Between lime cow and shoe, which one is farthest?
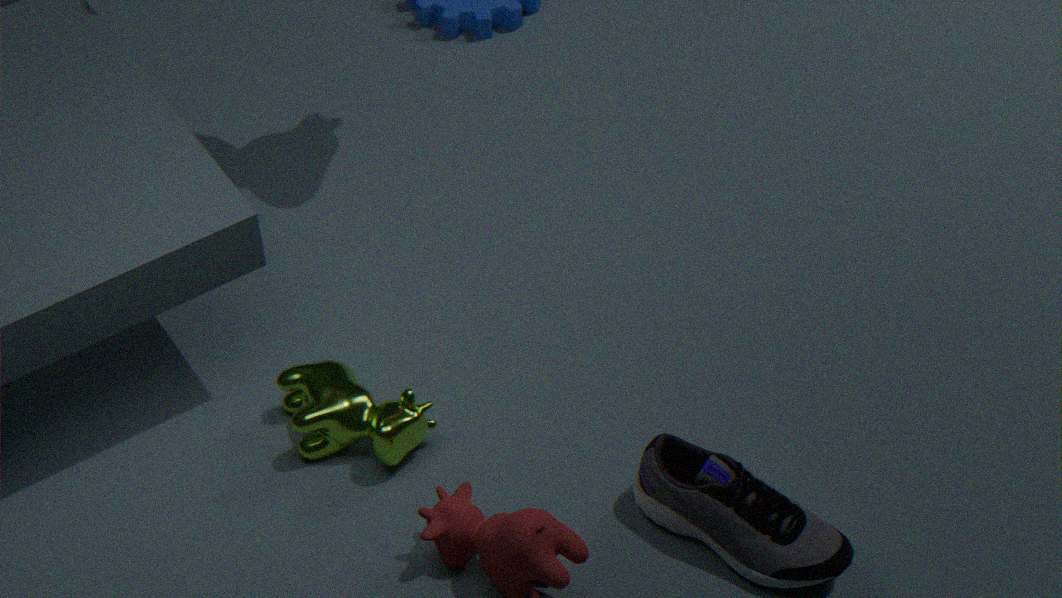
lime cow
